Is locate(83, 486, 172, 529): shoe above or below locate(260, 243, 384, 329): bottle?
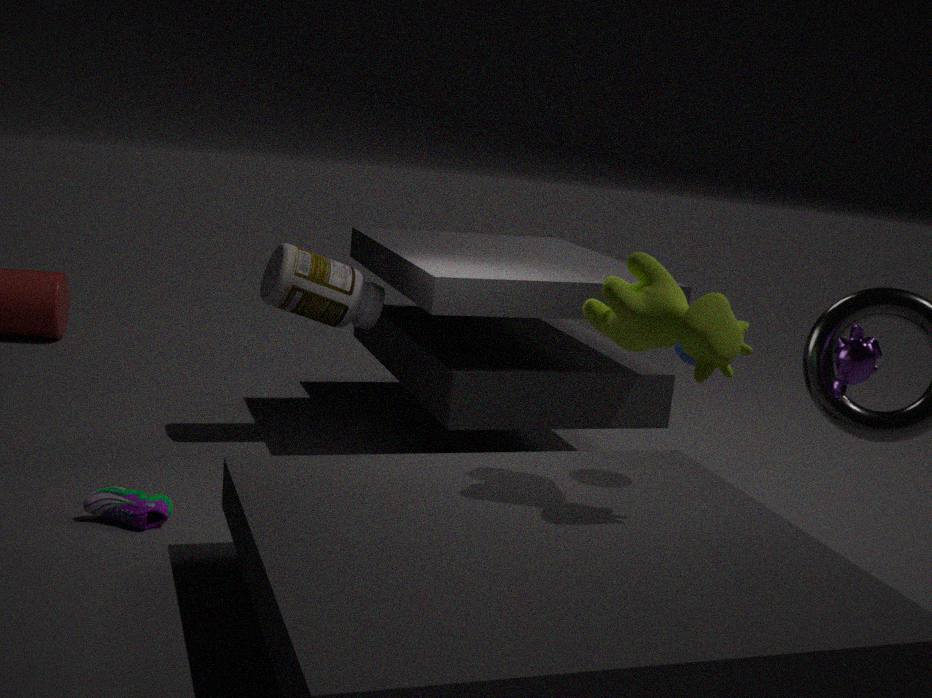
below
